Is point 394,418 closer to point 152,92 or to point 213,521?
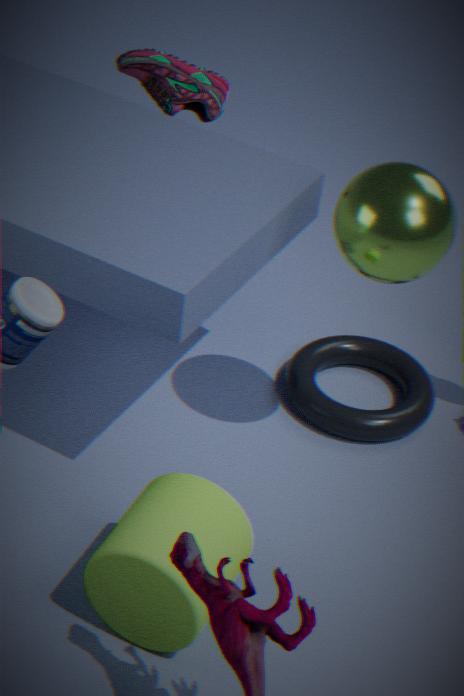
point 213,521
